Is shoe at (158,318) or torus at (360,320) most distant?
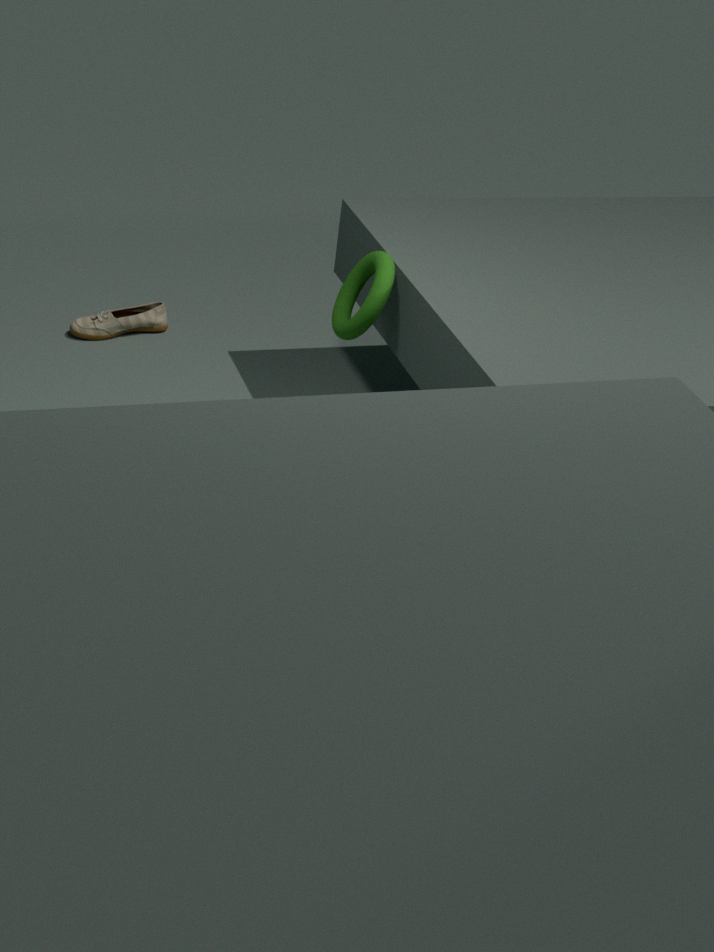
shoe at (158,318)
